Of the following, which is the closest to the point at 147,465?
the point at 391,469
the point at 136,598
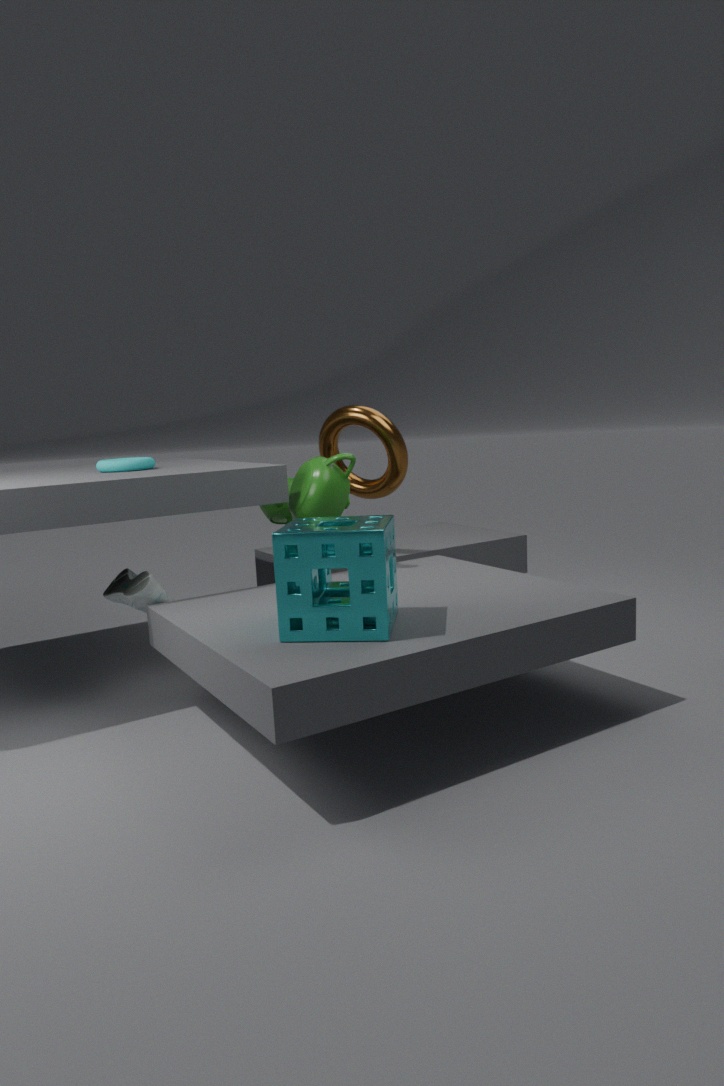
the point at 136,598
